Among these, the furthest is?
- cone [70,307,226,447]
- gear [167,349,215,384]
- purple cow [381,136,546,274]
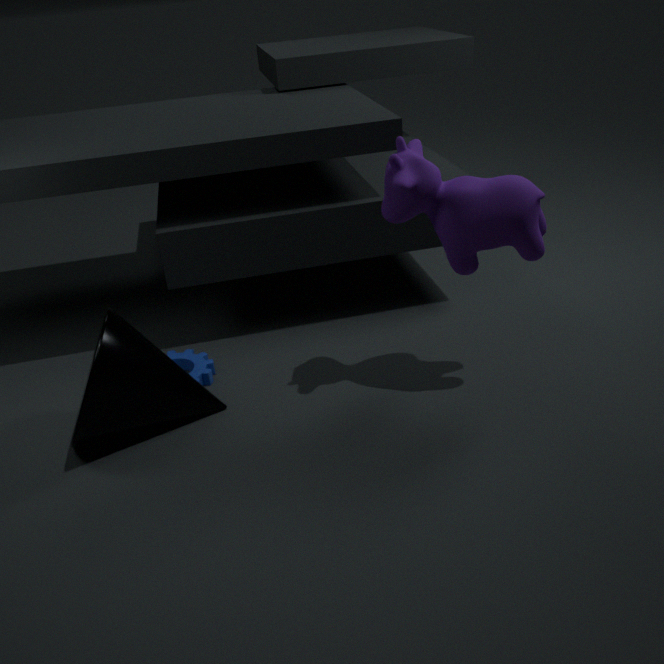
gear [167,349,215,384]
